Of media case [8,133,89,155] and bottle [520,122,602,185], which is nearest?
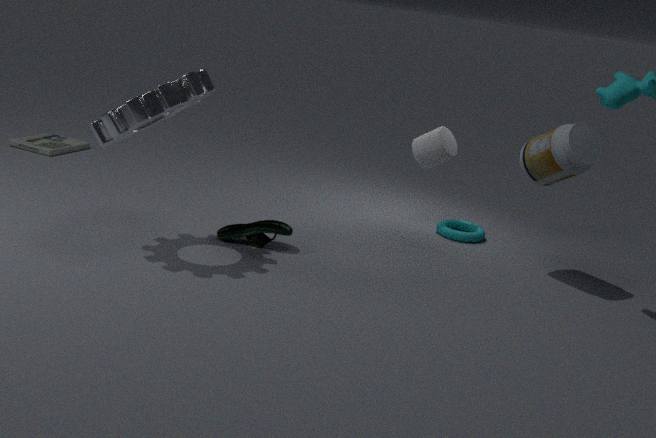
bottle [520,122,602,185]
